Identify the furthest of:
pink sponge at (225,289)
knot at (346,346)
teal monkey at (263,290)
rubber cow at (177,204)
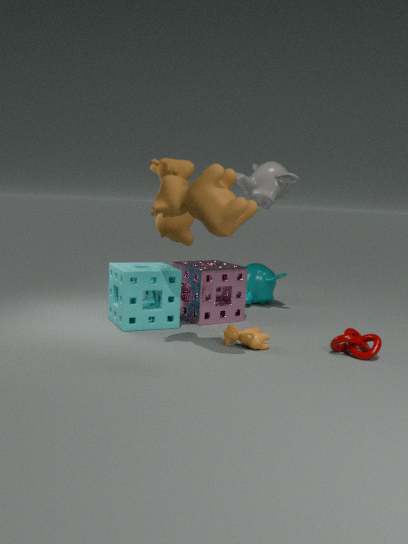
teal monkey at (263,290)
